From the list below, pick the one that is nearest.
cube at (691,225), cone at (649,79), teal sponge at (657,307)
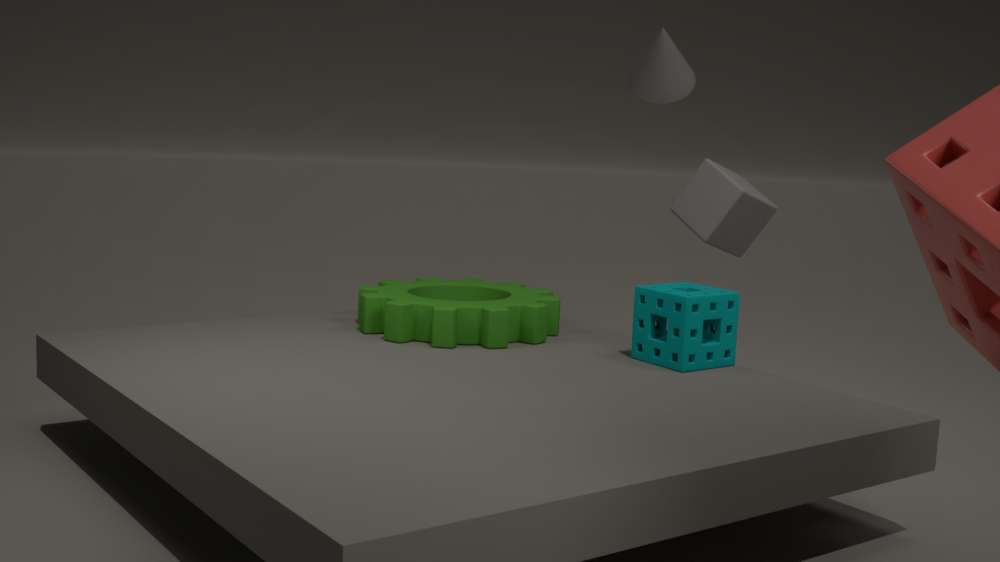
teal sponge at (657,307)
